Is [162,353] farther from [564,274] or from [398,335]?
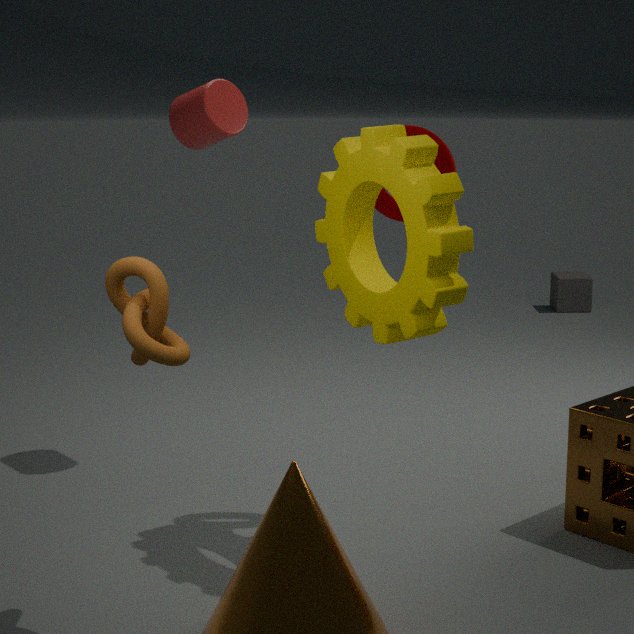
[564,274]
